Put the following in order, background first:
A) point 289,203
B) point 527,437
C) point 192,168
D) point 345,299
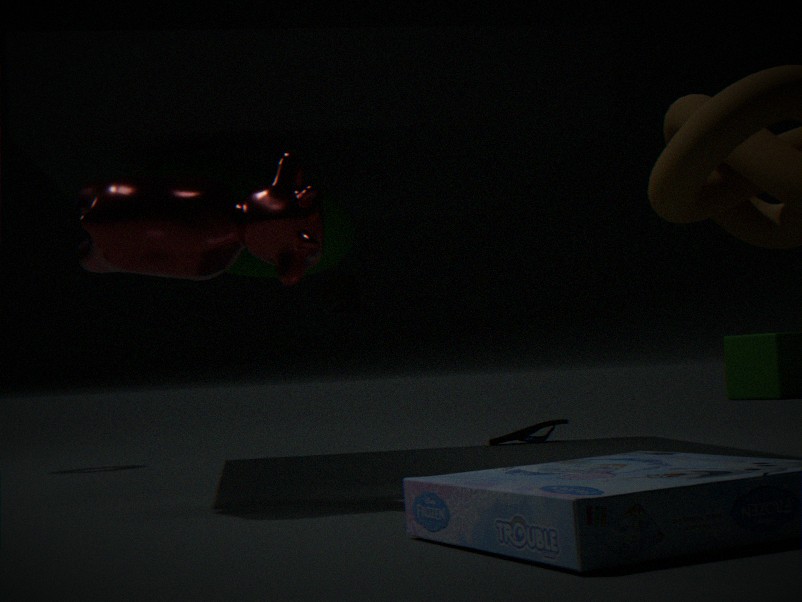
point 527,437 → point 345,299 → point 192,168 → point 289,203
